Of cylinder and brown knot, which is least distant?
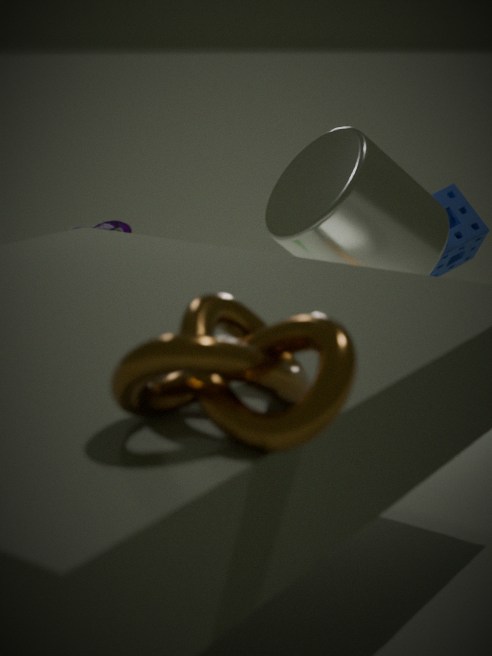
brown knot
